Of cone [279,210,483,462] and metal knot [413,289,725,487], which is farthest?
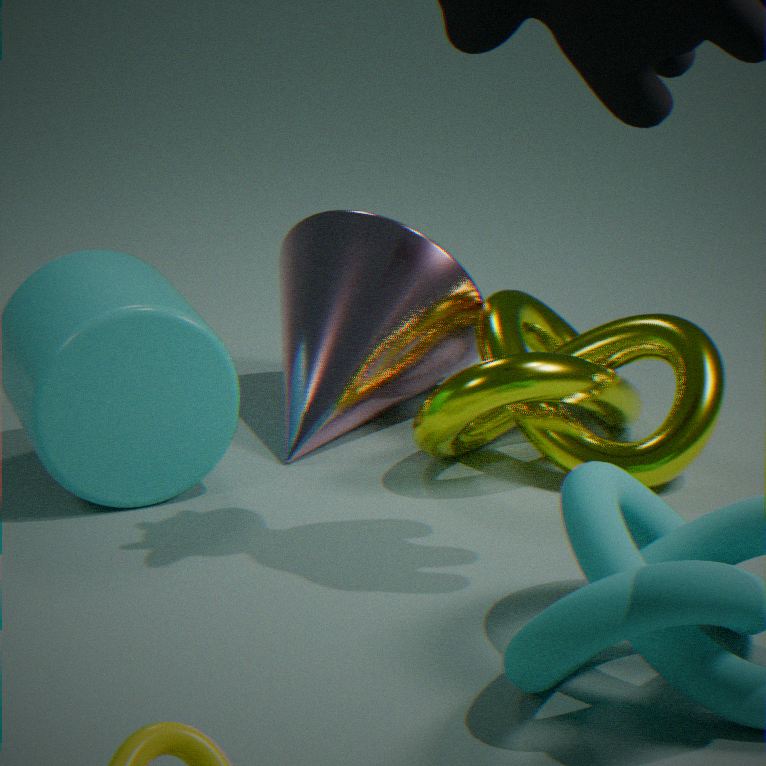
cone [279,210,483,462]
